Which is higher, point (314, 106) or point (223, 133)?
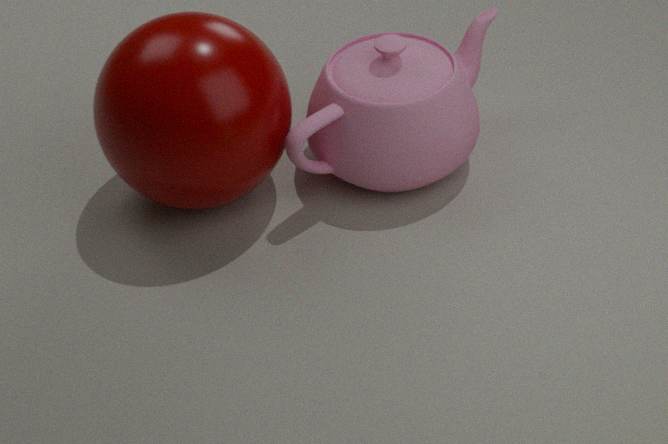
point (223, 133)
